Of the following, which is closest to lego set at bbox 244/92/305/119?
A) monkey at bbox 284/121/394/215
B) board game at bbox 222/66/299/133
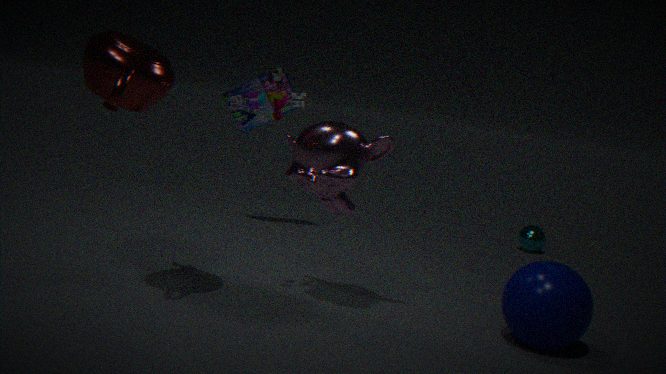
monkey at bbox 284/121/394/215
